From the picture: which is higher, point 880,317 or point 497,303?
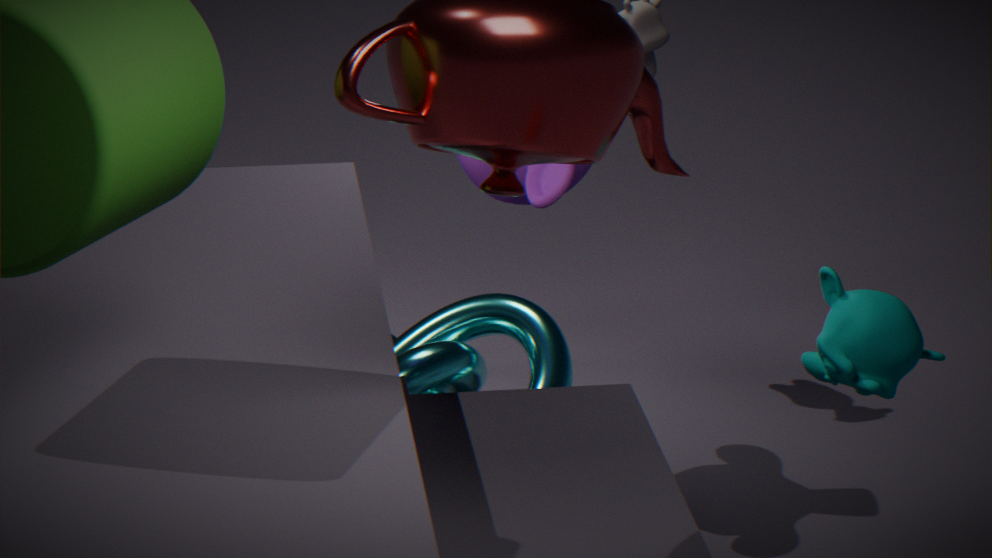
point 880,317
